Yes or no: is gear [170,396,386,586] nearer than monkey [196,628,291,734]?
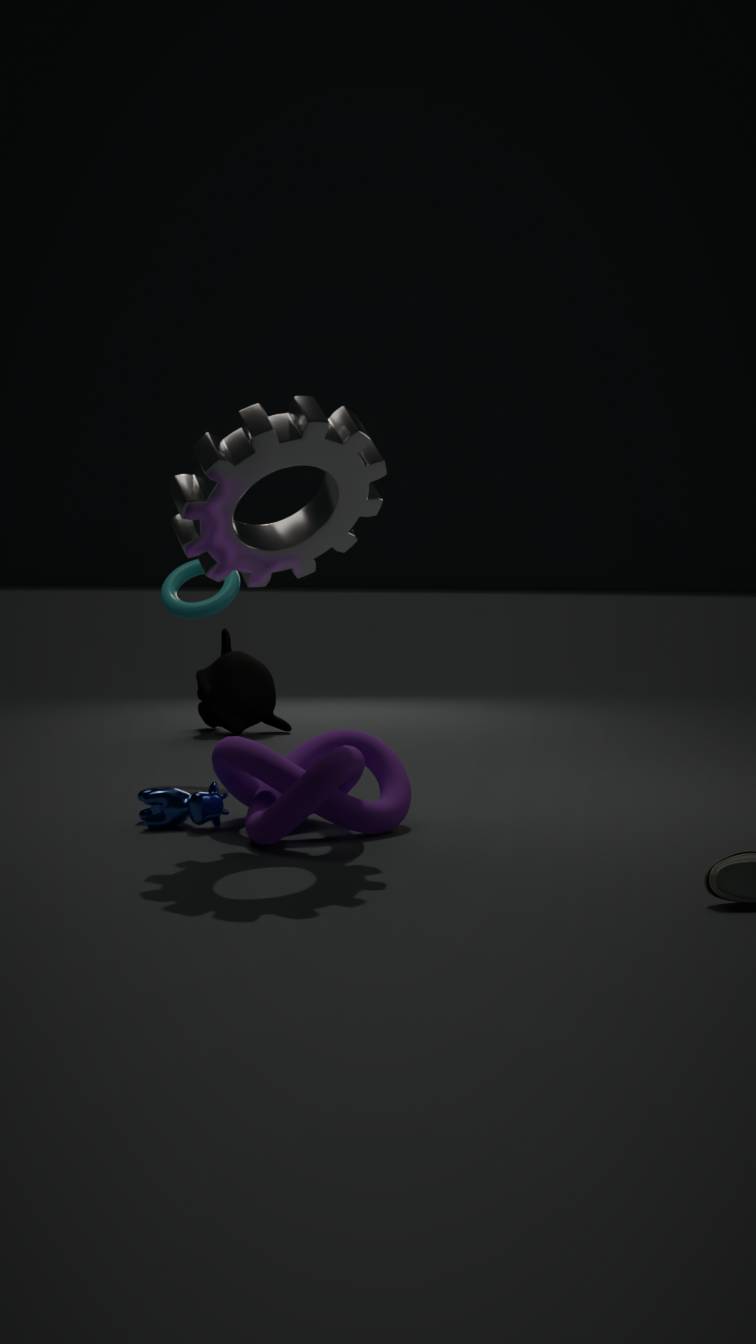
Yes
